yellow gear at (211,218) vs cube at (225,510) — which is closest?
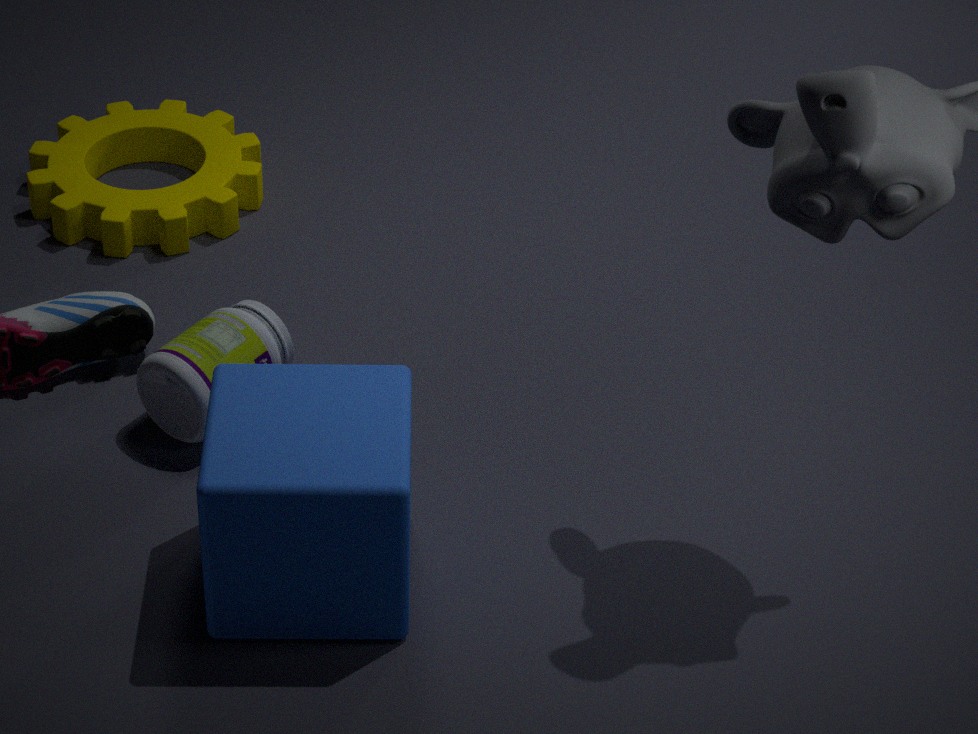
cube at (225,510)
